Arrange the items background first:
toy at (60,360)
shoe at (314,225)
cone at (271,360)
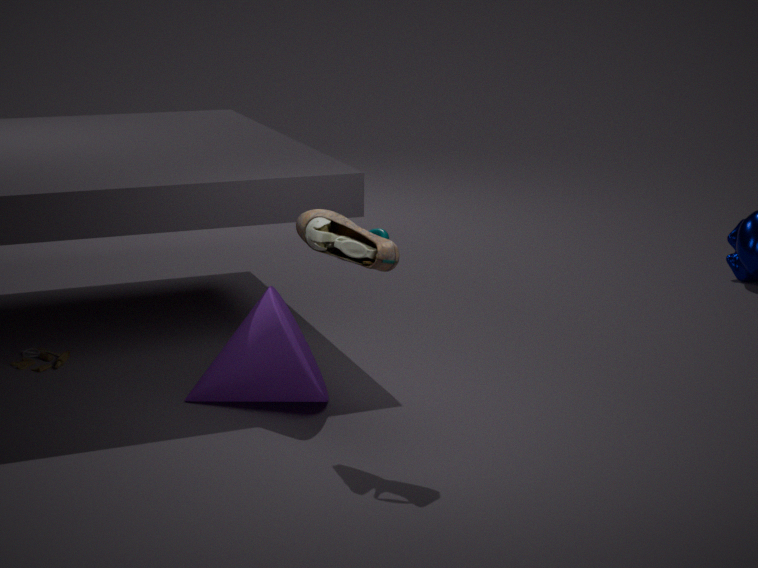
toy at (60,360) → cone at (271,360) → shoe at (314,225)
